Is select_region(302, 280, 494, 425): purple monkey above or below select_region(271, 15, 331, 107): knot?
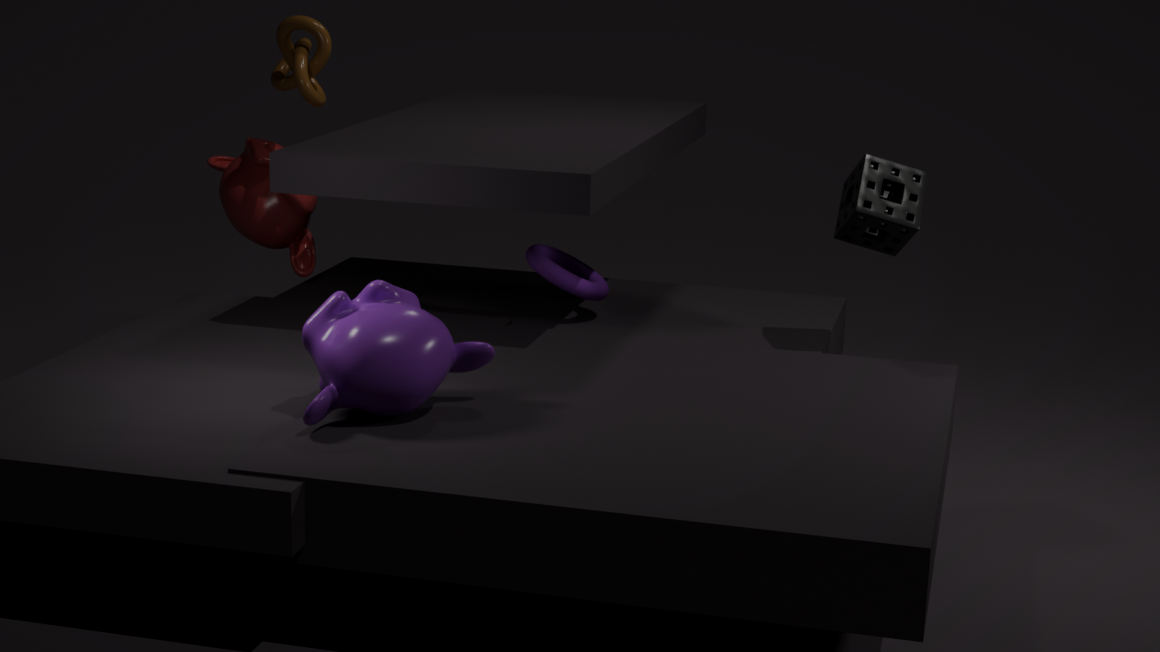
below
